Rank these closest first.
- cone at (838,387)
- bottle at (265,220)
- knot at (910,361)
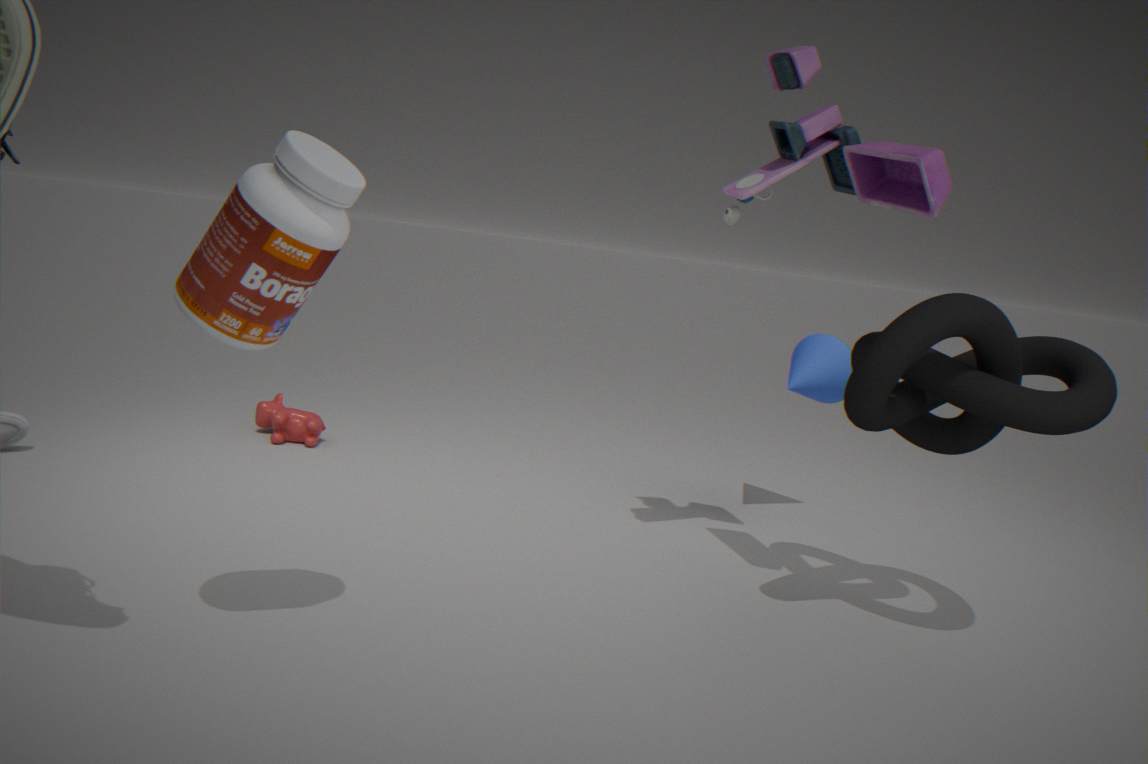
bottle at (265,220)
knot at (910,361)
cone at (838,387)
